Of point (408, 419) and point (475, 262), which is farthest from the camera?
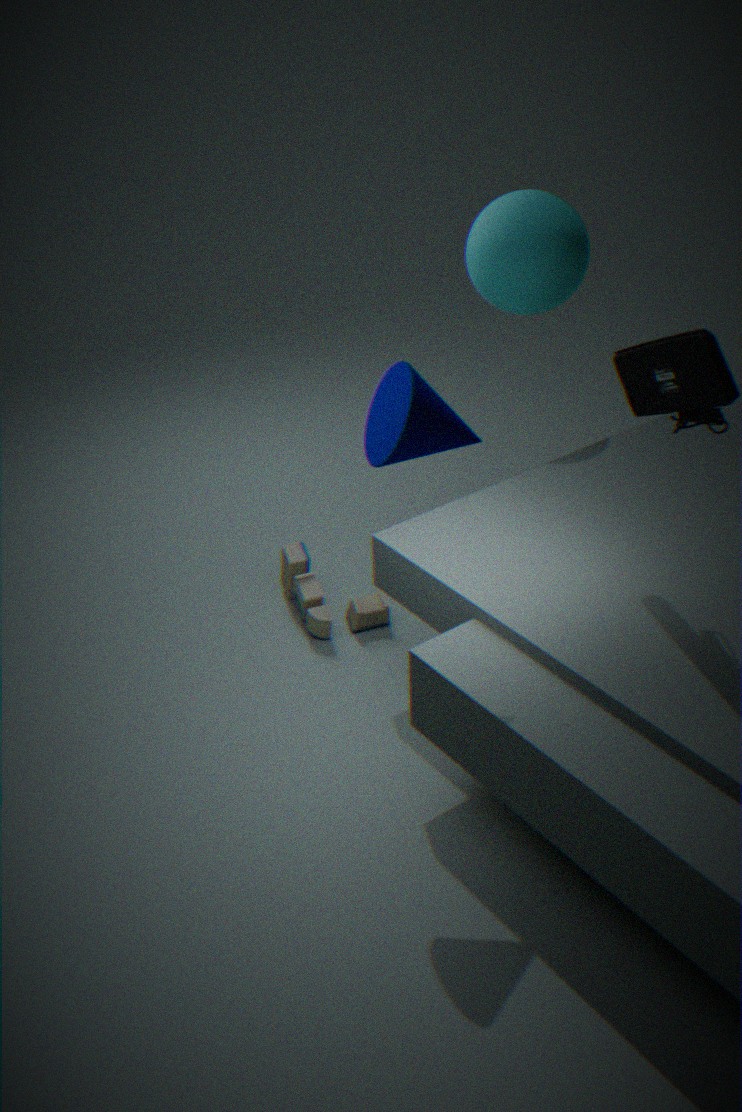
point (475, 262)
